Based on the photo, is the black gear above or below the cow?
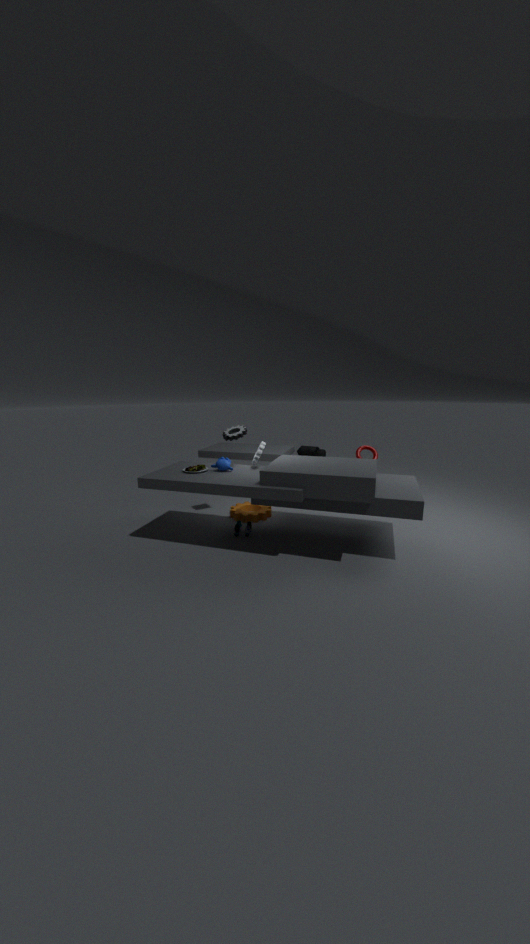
above
